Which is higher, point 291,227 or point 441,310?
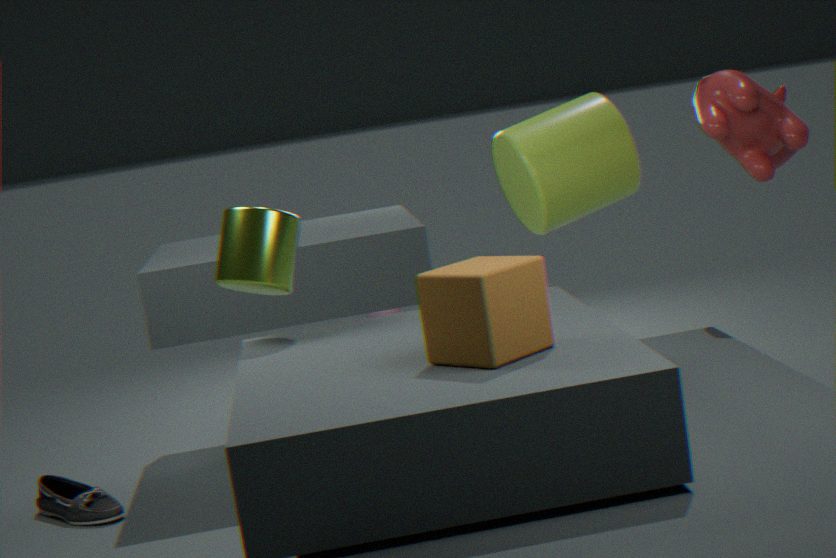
point 291,227
